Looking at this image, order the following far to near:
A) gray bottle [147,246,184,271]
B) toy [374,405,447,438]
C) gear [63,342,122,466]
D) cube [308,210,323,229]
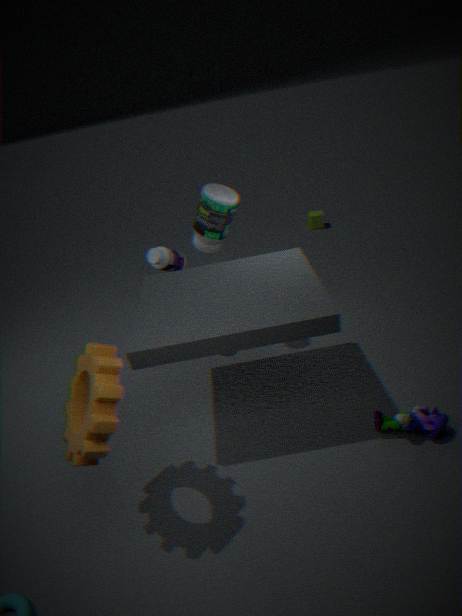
1. cube [308,210,323,229]
2. gray bottle [147,246,184,271]
3. toy [374,405,447,438]
4. gear [63,342,122,466]
